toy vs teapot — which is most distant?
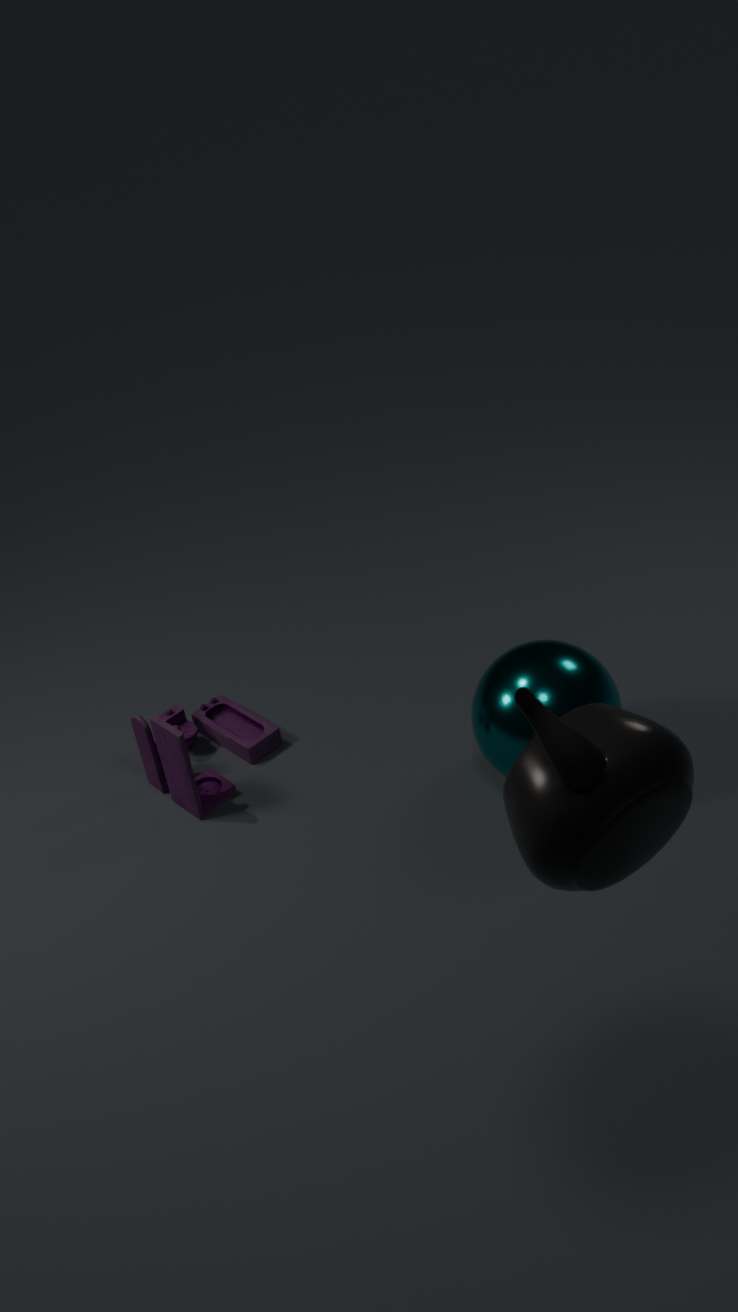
toy
